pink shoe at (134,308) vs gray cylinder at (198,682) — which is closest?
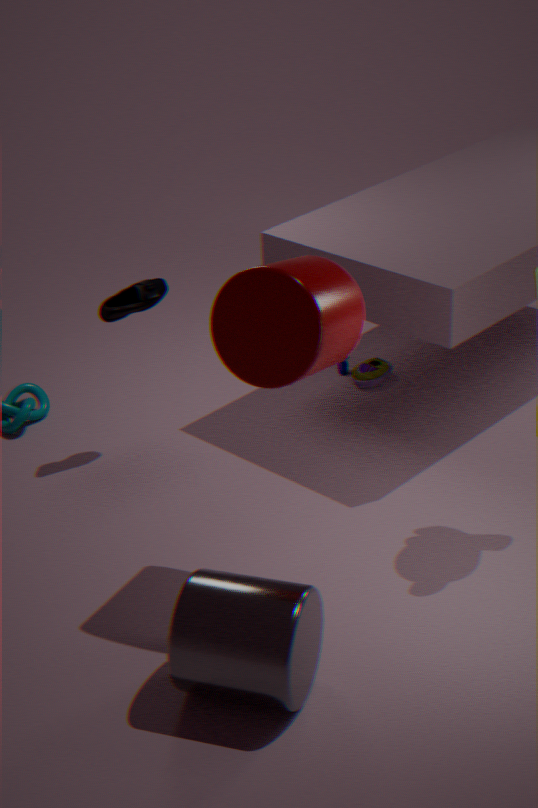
gray cylinder at (198,682)
